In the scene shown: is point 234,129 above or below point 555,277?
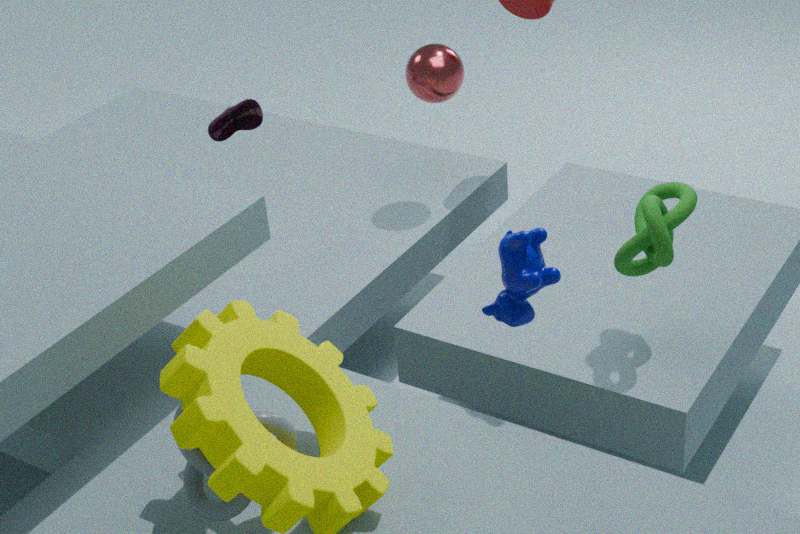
above
